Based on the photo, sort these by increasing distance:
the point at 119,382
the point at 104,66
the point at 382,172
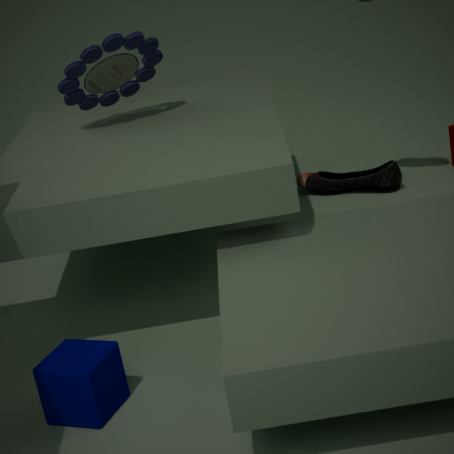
the point at 119,382 → the point at 104,66 → the point at 382,172
